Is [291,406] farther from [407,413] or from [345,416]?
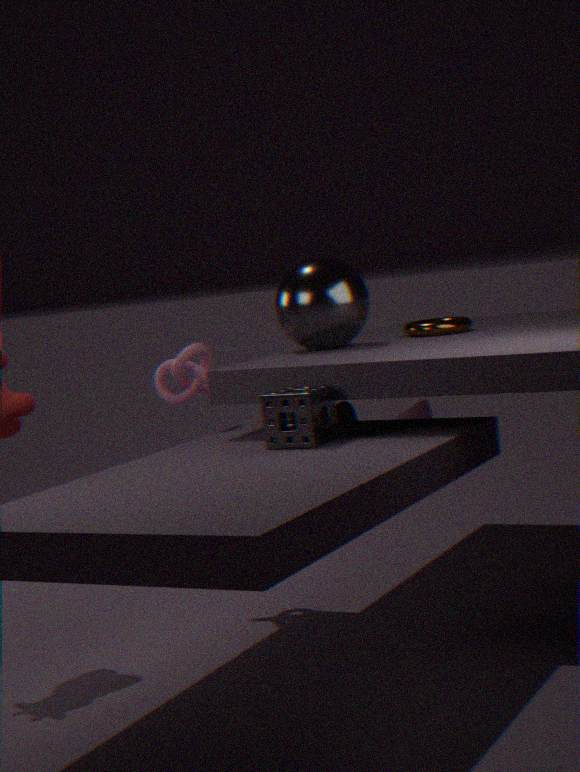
[407,413]
